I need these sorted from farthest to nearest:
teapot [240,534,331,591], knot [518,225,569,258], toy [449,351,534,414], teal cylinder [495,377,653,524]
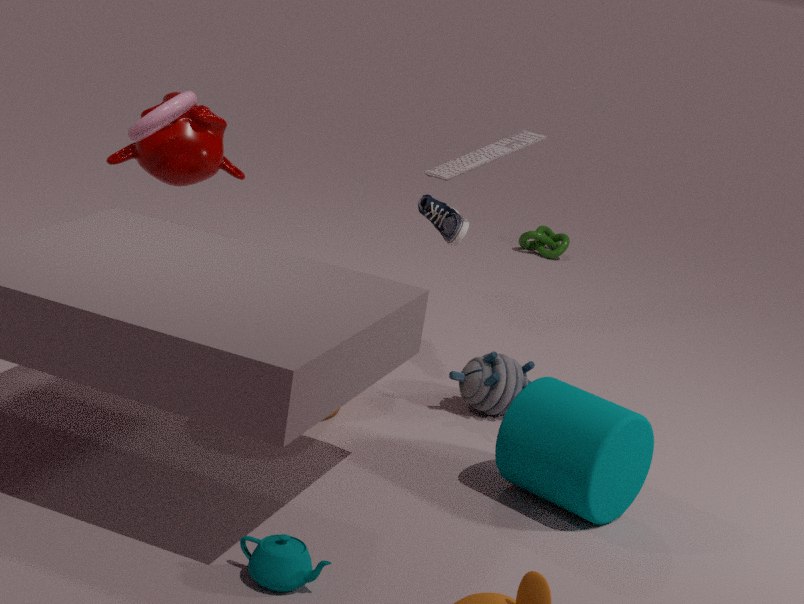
knot [518,225,569,258], toy [449,351,534,414], teal cylinder [495,377,653,524], teapot [240,534,331,591]
